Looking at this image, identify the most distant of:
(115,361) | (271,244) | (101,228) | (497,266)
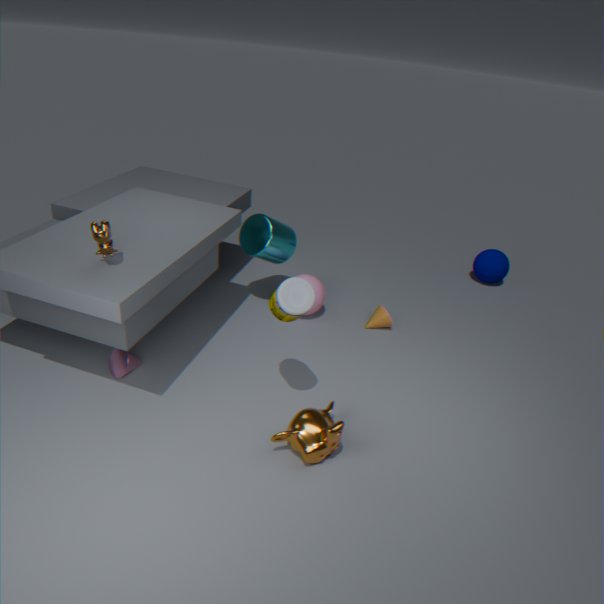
(497,266)
